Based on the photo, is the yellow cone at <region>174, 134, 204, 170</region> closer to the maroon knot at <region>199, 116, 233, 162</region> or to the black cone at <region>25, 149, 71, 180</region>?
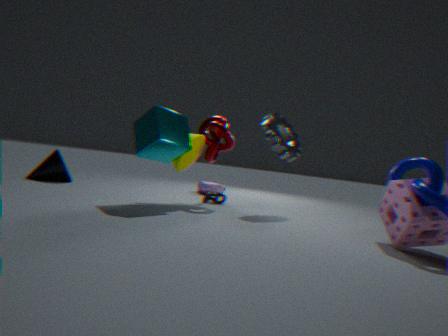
the maroon knot at <region>199, 116, 233, 162</region>
